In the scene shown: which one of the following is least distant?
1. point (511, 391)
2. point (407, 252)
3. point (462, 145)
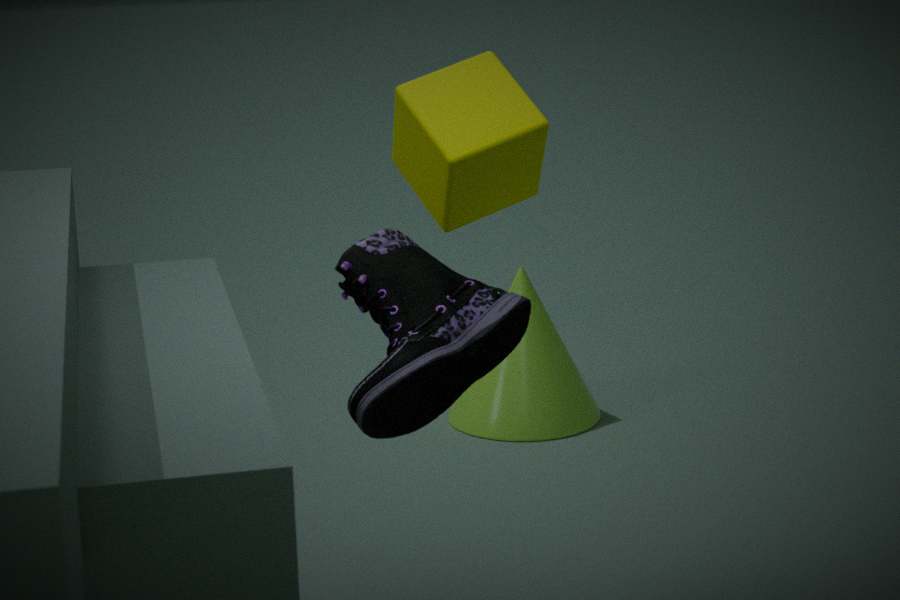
point (462, 145)
